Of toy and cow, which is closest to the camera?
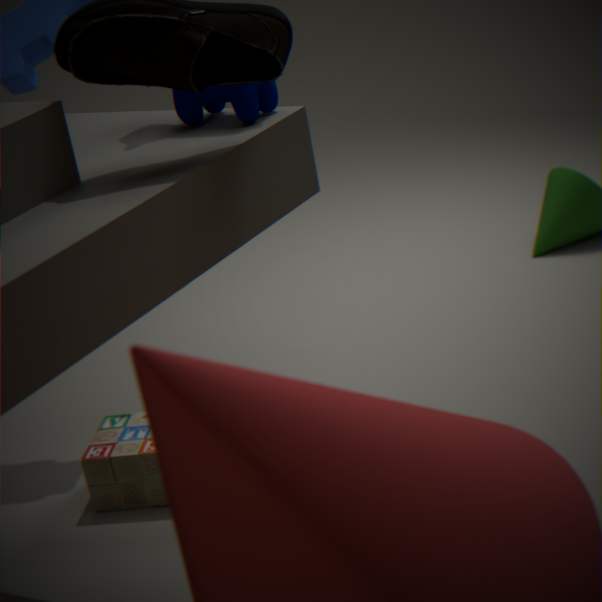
cow
